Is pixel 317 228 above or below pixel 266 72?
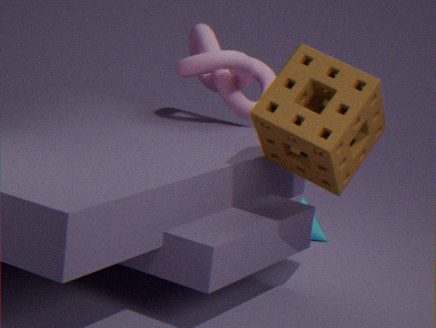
below
